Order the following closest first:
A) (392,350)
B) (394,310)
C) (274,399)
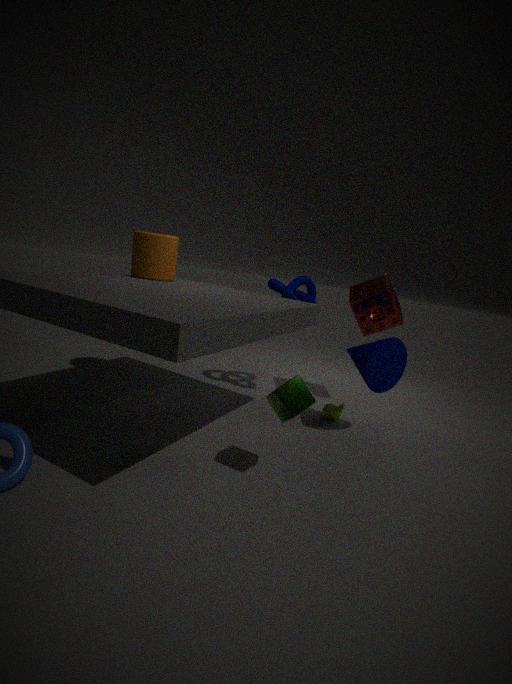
(274,399), (392,350), (394,310)
